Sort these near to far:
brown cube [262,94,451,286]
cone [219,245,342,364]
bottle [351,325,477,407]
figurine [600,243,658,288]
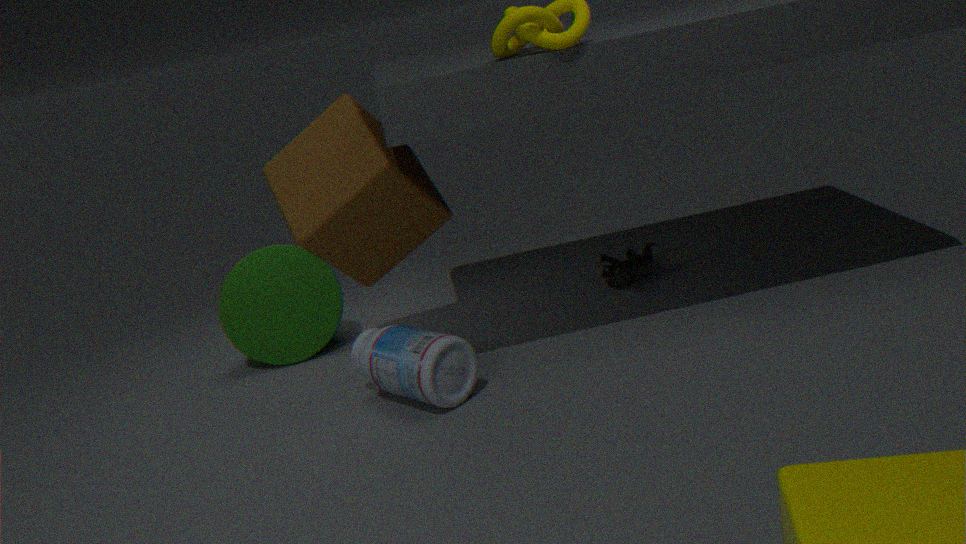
brown cube [262,94,451,286] → bottle [351,325,477,407] → cone [219,245,342,364] → figurine [600,243,658,288]
